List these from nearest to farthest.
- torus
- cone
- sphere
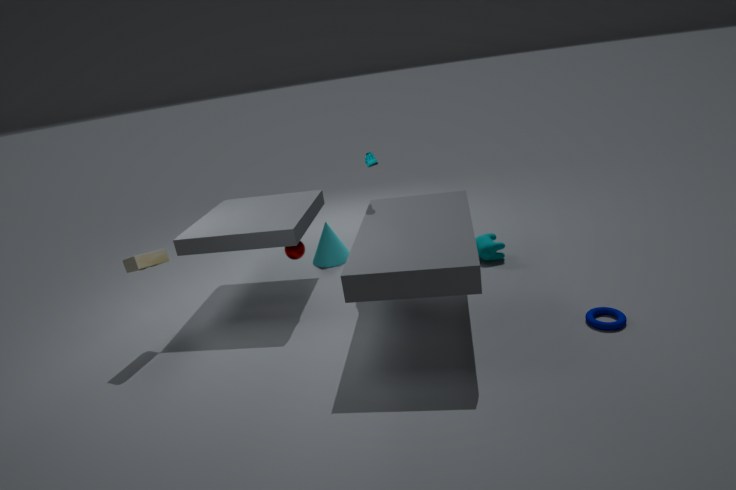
torus → sphere → cone
